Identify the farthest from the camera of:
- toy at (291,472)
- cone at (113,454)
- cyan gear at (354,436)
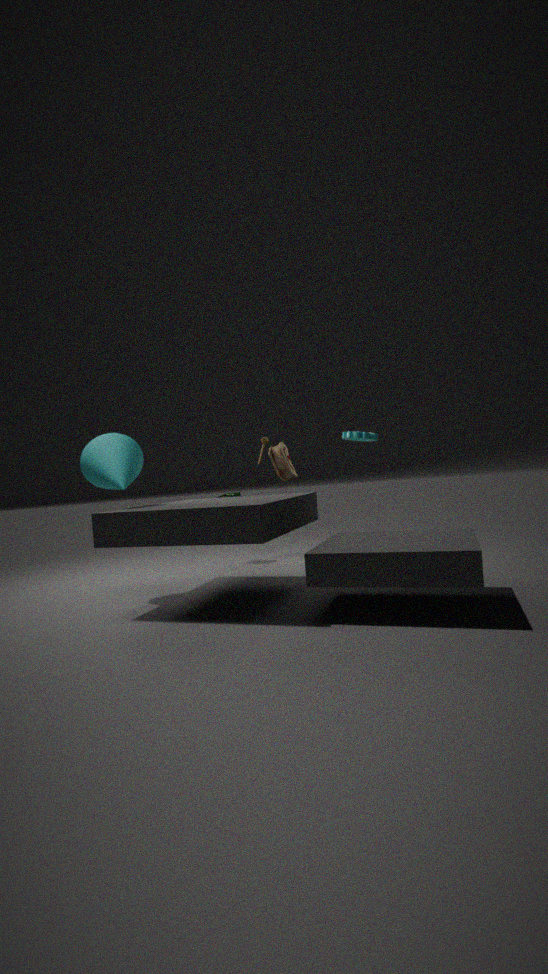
toy at (291,472)
